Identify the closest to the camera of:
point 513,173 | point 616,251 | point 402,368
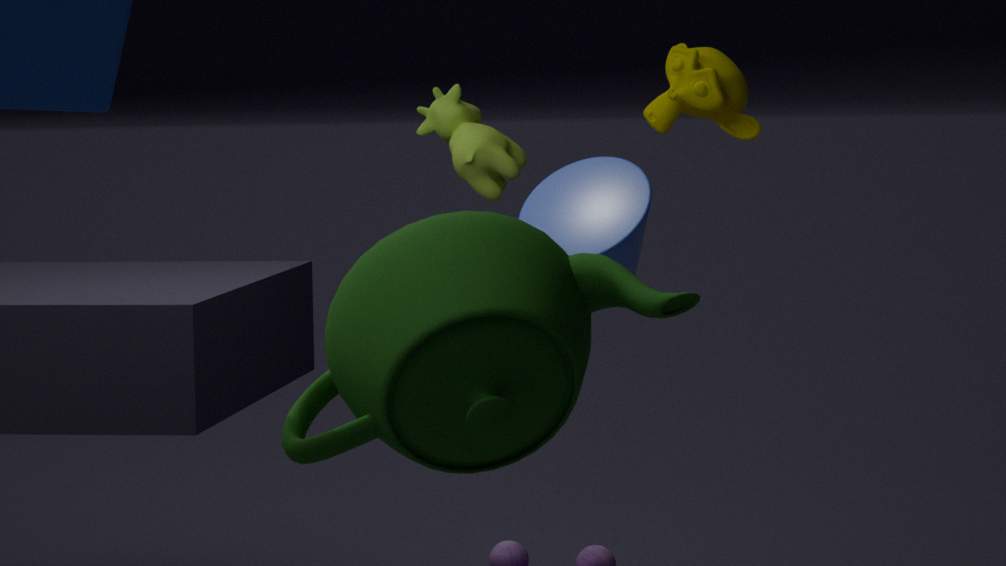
point 402,368
